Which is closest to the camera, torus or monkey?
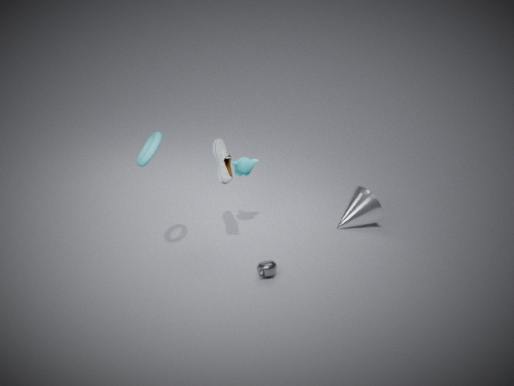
torus
